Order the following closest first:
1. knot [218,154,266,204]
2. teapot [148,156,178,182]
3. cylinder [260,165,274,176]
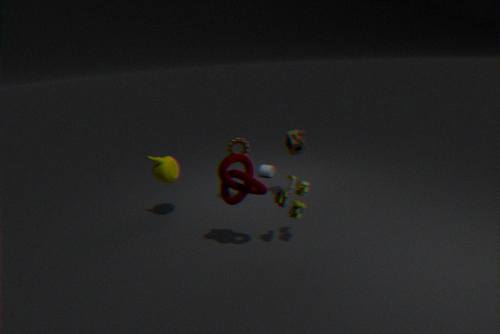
knot [218,154,266,204] → teapot [148,156,178,182] → cylinder [260,165,274,176]
